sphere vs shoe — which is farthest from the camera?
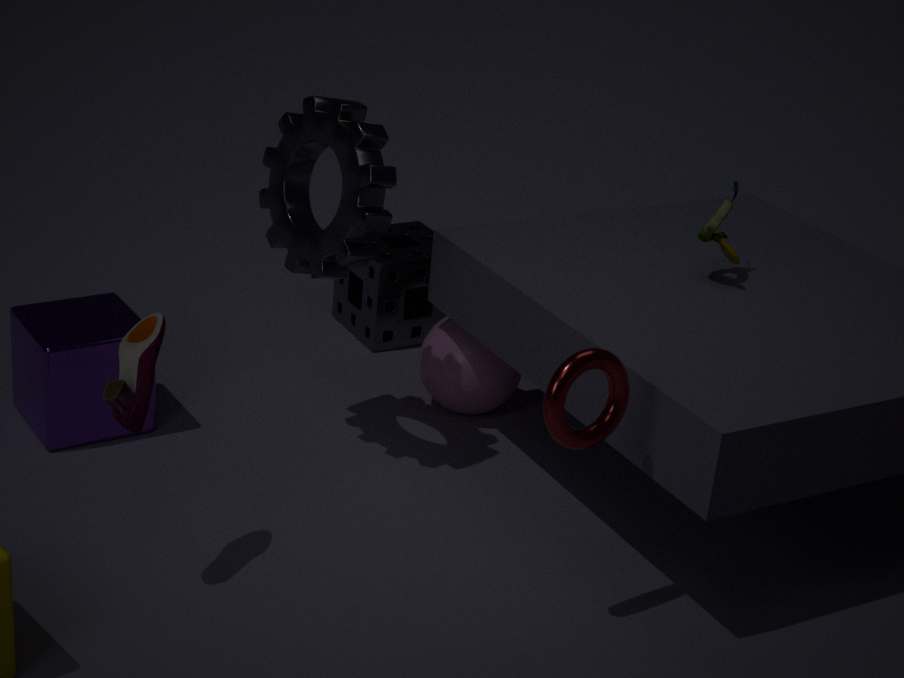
sphere
